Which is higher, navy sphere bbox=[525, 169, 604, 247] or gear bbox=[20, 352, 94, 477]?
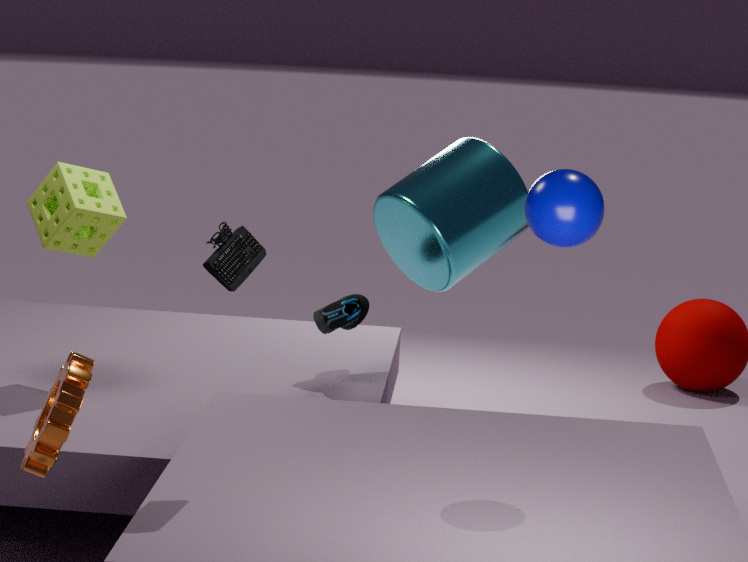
navy sphere bbox=[525, 169, 604, 247]
